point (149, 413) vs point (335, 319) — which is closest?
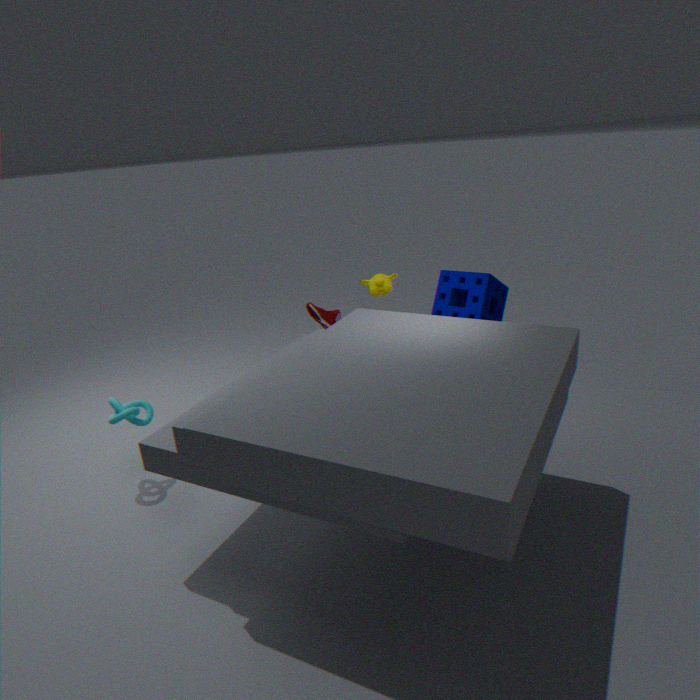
point (149, 413)
